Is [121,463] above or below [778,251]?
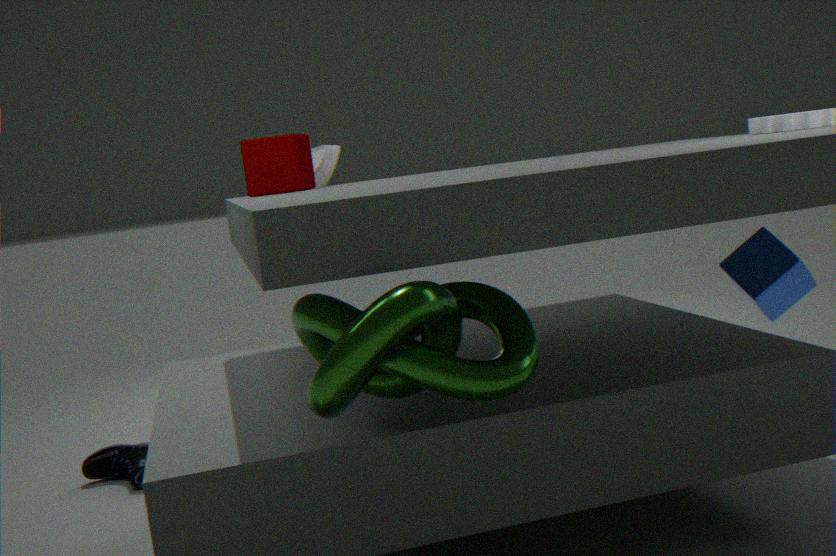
below
